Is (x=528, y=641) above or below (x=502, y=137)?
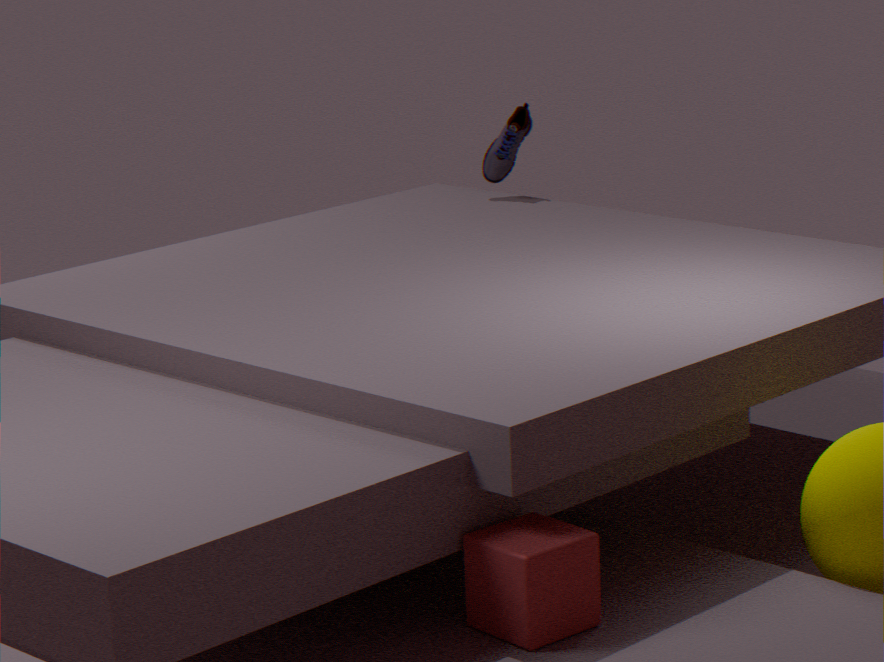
below
